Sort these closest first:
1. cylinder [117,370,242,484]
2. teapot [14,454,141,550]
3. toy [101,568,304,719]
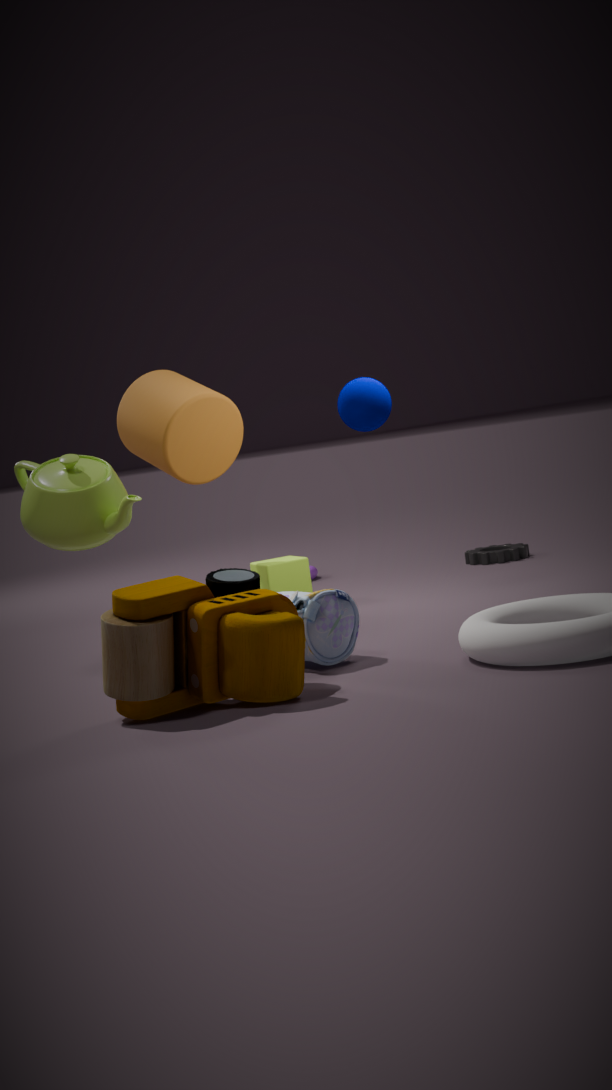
1. toy [101,568,304,719]
2. teapot [14,454,141,550]
3. cylinder [117,370,242,484]
